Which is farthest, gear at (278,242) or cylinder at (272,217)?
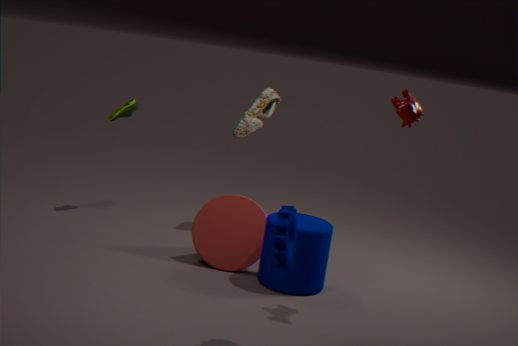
cylinder at (272,217)
